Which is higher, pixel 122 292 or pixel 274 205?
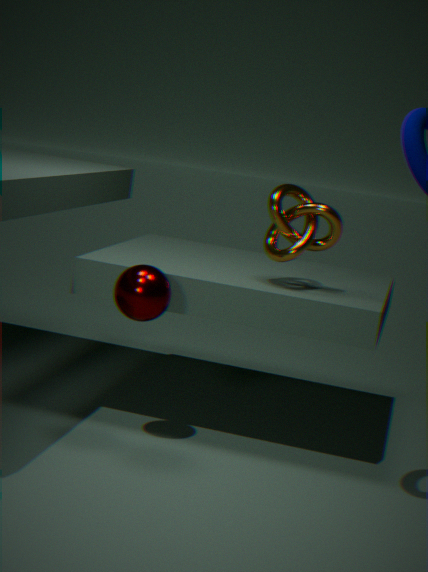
pixel 274 205
